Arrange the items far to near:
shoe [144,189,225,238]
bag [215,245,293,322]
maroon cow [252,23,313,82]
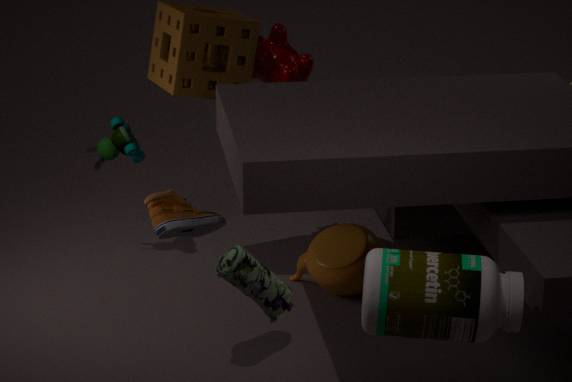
maroon cow [252,23,313,82], shoe [144,189,225,238], bag [215,245,293,322]
